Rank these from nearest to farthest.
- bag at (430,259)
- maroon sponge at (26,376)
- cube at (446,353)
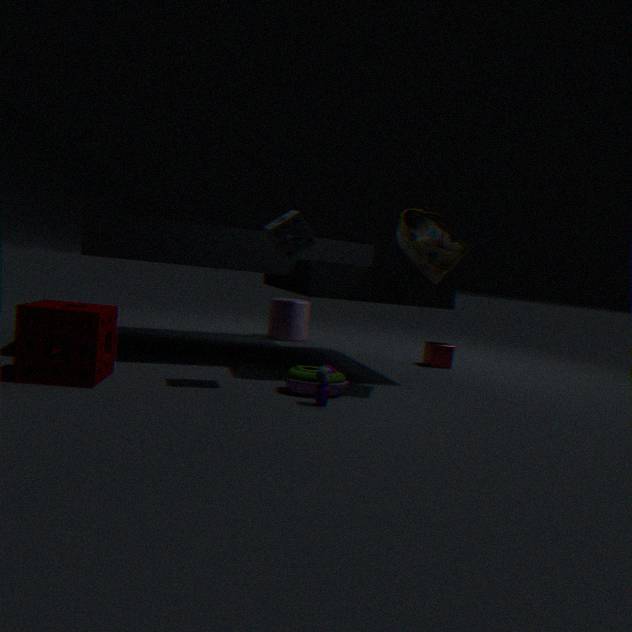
1. maroon sponge at (26,376)
2. bag at (430,259)
3. cube at (446,353)
